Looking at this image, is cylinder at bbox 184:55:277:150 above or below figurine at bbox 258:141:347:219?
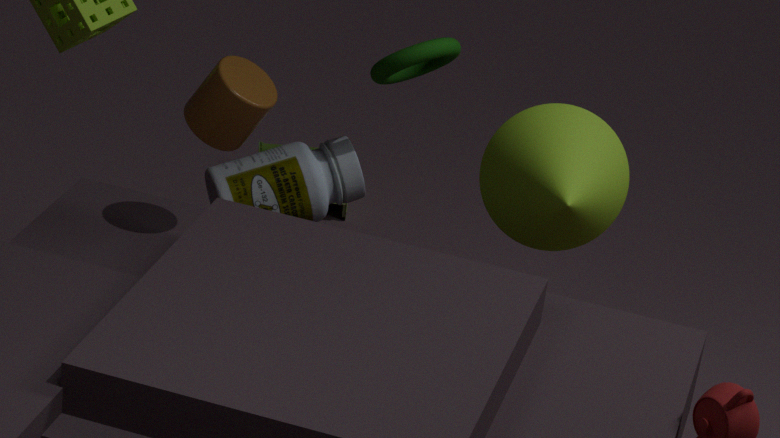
above
